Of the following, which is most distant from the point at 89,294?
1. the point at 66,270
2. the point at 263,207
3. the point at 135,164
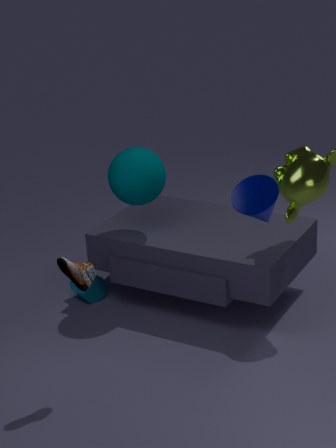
the point at 263,207
